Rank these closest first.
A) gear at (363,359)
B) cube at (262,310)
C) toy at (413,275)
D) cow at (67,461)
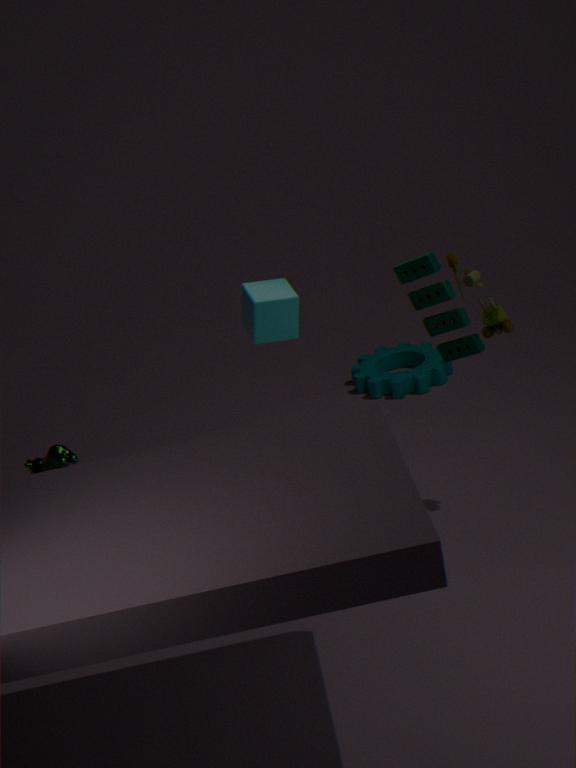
cube at (262,310) → cow at (67,461) → toy at (413,275) → gear at (363,359)
